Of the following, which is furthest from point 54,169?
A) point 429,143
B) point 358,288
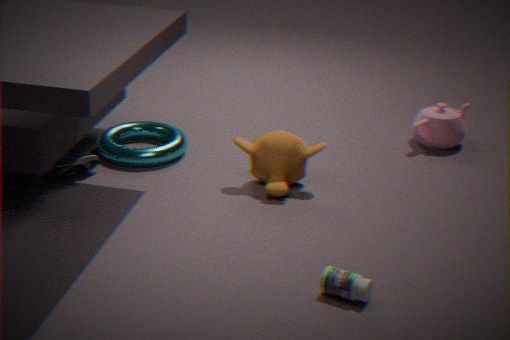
point 429,143
